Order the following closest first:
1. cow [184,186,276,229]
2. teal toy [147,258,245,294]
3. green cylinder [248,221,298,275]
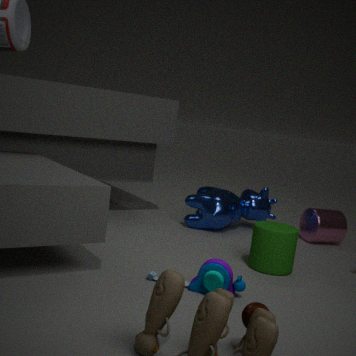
teal toy [147,258,245,294] < green cylinder [248,221,298,275] < cow [184,186,276,229]
